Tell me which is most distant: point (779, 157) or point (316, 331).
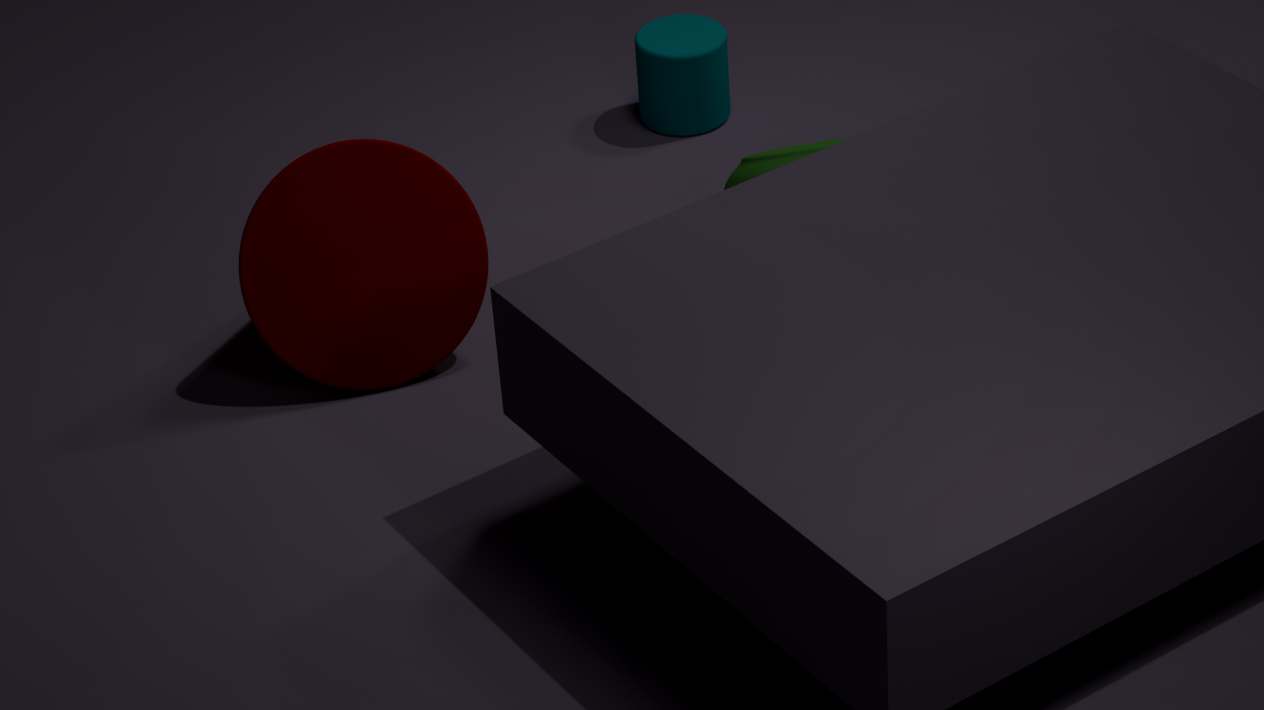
point (779, 157)
